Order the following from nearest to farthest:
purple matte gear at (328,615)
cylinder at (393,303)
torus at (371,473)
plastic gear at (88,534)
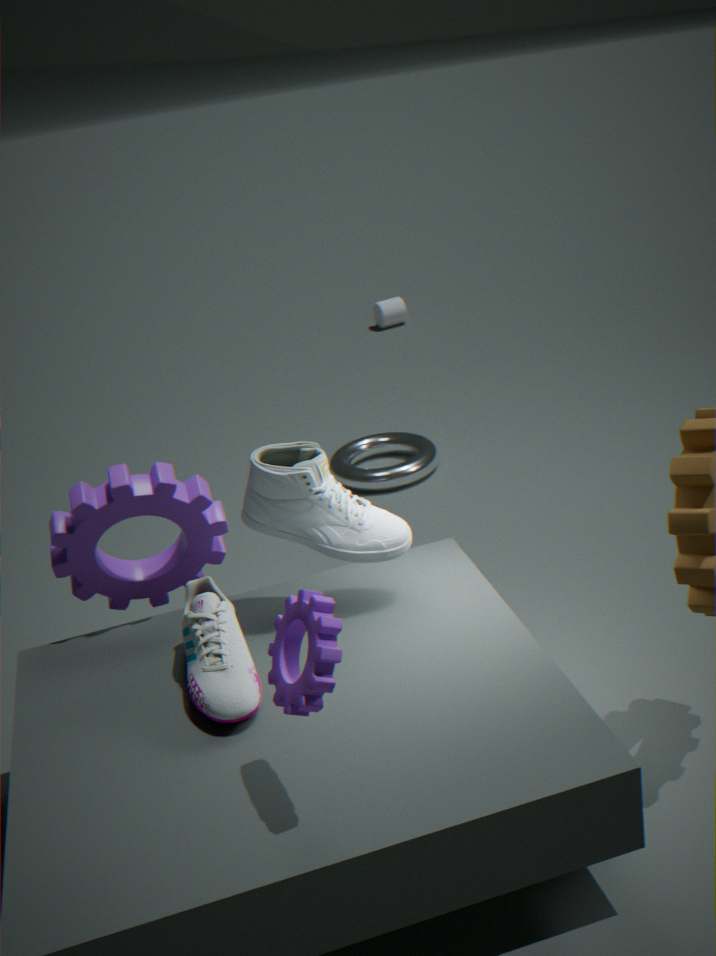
purple matte gear at (328,615) → plastic gear at (88,534) → torus at (371,473) → cylinder at (393,303)
